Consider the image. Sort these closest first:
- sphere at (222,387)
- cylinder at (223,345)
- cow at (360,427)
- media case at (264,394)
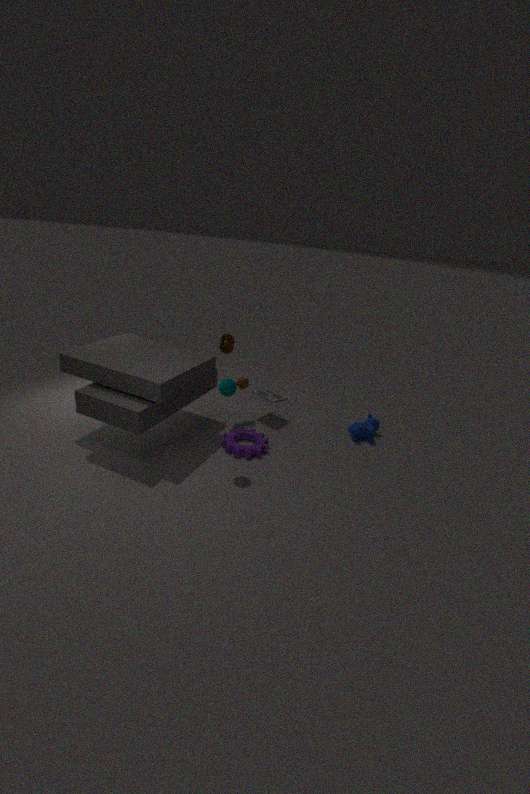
1. sphere at (222,387)
2. cylinder at (223,345)
3. cow at (360,427)
4. media case at (264,394)
